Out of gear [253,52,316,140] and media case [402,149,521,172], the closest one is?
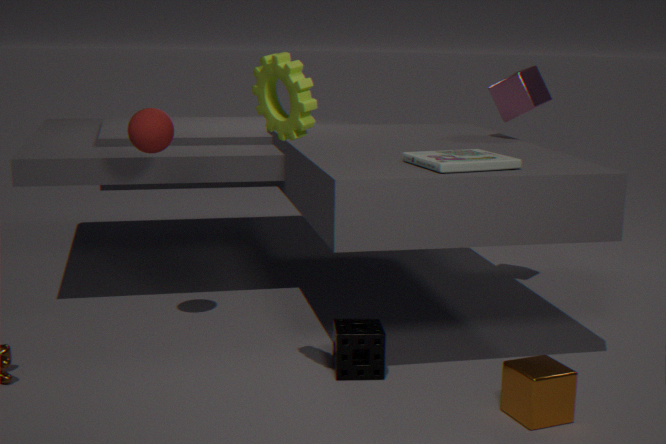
gear [253,52,316,140]
